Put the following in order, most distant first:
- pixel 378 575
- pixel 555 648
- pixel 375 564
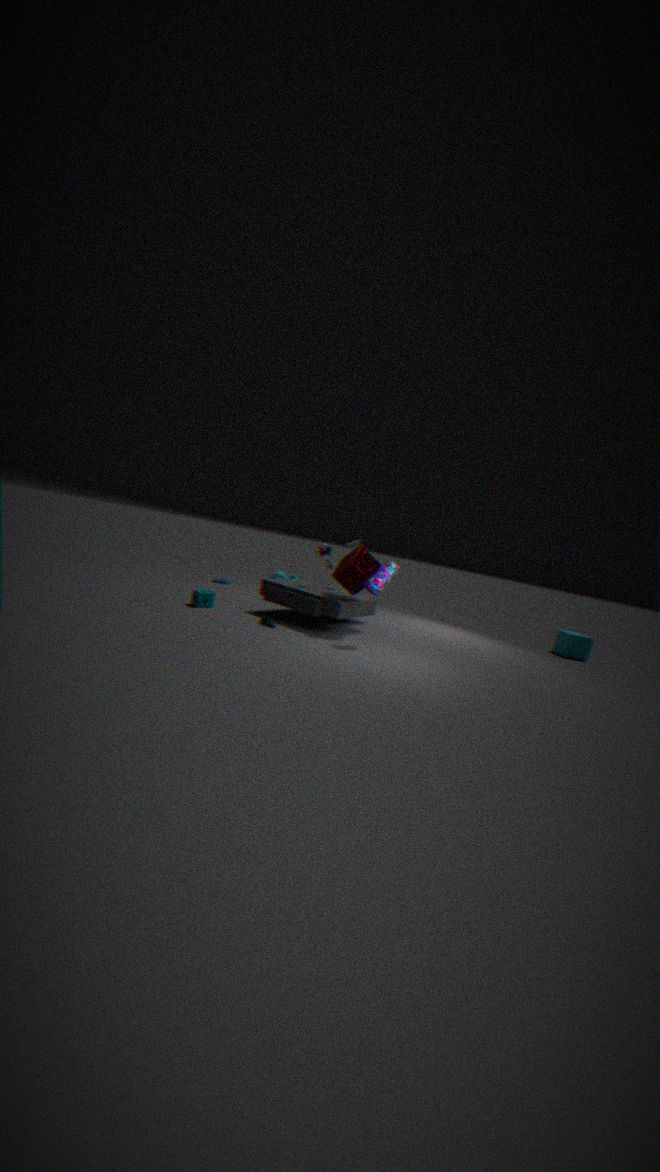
pixel 555 648 → pixel 375 564 → pixel 378 575
